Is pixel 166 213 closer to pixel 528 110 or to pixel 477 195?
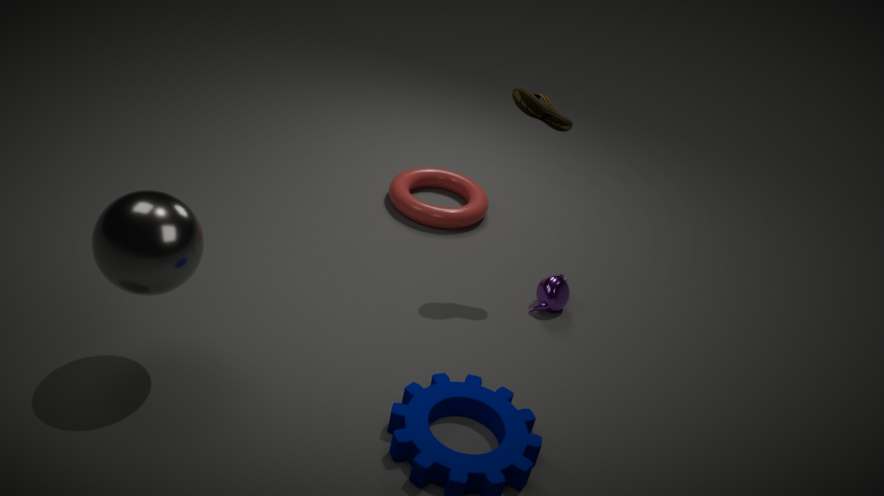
pixel 528 110
